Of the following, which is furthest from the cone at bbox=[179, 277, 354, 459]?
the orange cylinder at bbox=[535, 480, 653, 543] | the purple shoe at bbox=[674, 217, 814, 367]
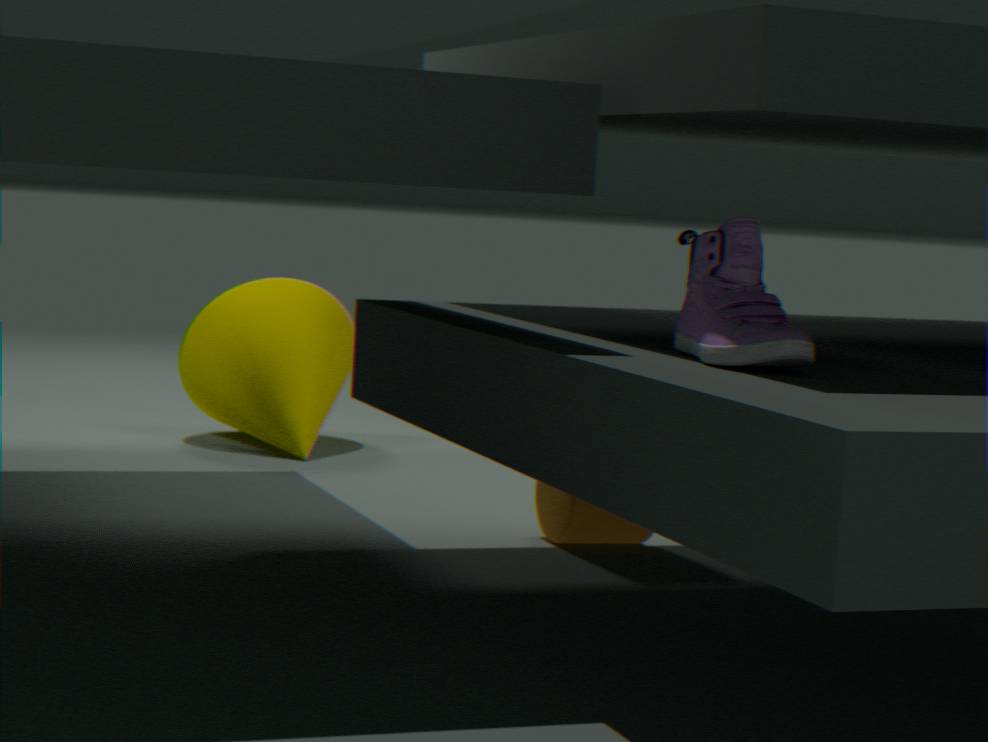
the purple shoe at bbox=[674, 217, 814, 367]
